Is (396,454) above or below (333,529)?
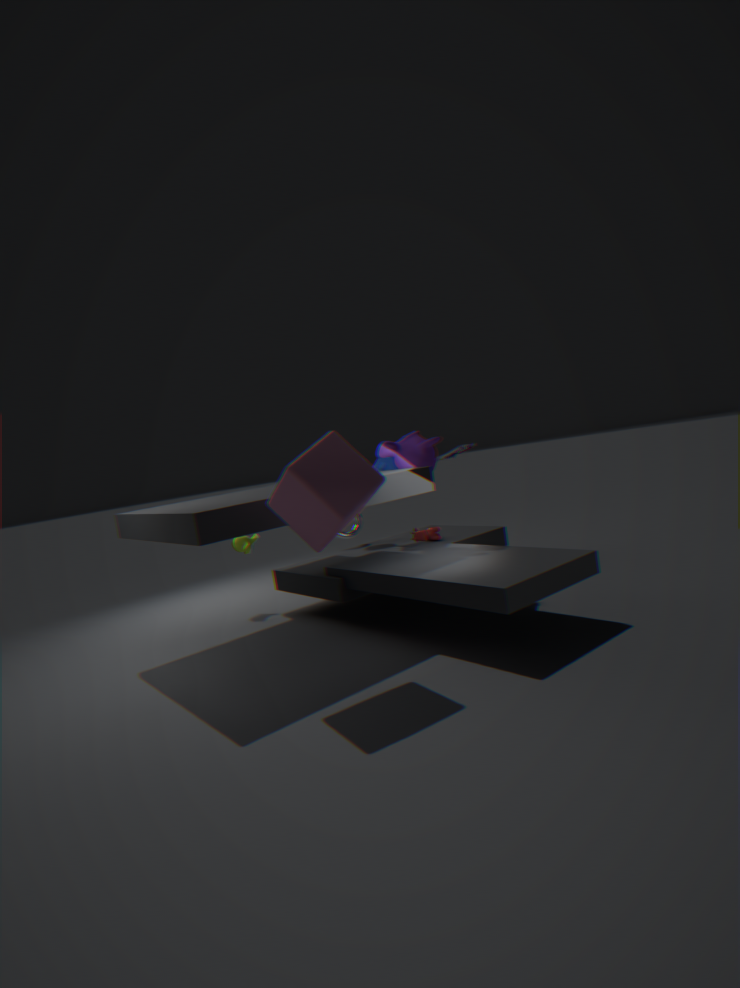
above
